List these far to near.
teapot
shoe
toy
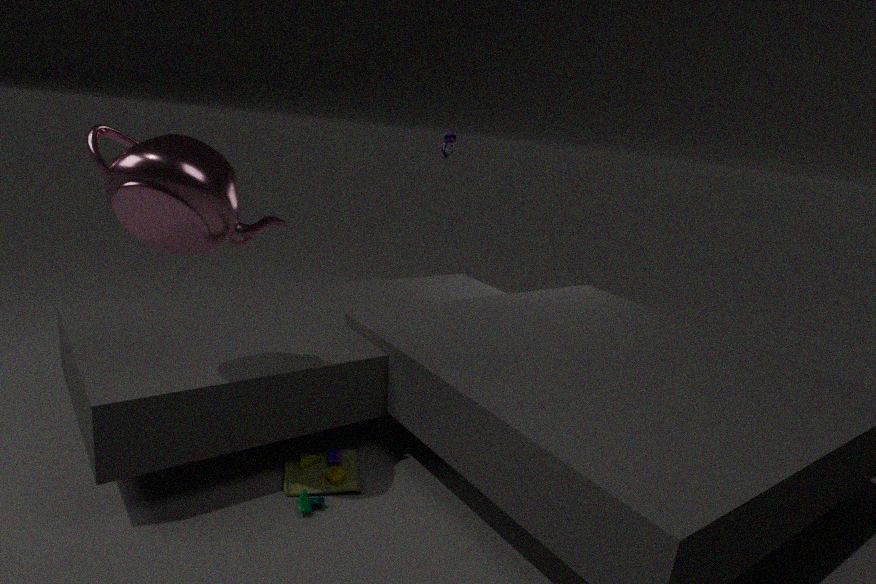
shoe, toy, teapot
